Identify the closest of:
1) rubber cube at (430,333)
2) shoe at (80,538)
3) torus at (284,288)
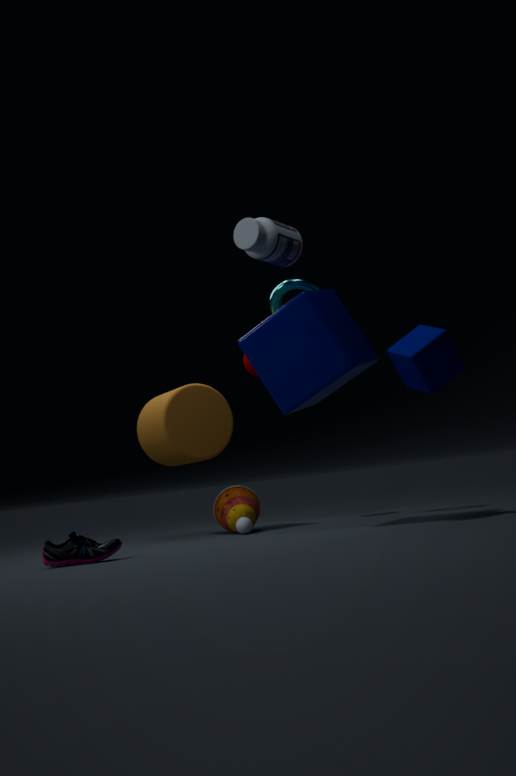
2. shoe at (80,538)
